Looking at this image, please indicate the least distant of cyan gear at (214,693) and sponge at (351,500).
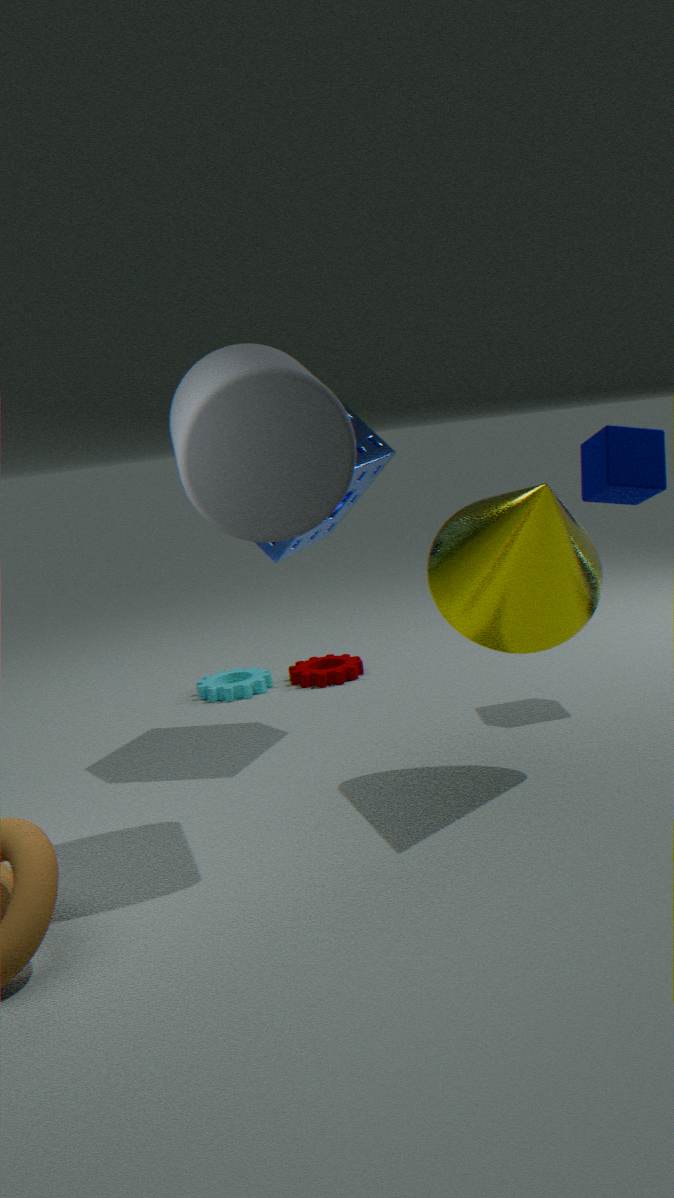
sponge at (351,500)
